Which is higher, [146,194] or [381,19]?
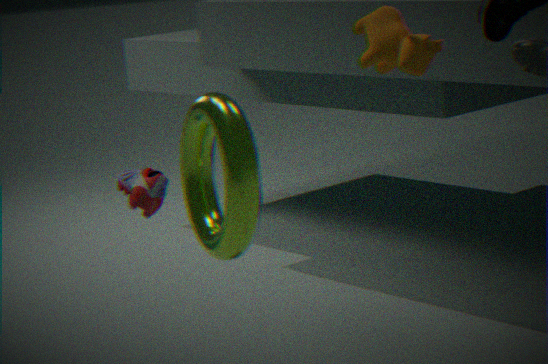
[381,19]
